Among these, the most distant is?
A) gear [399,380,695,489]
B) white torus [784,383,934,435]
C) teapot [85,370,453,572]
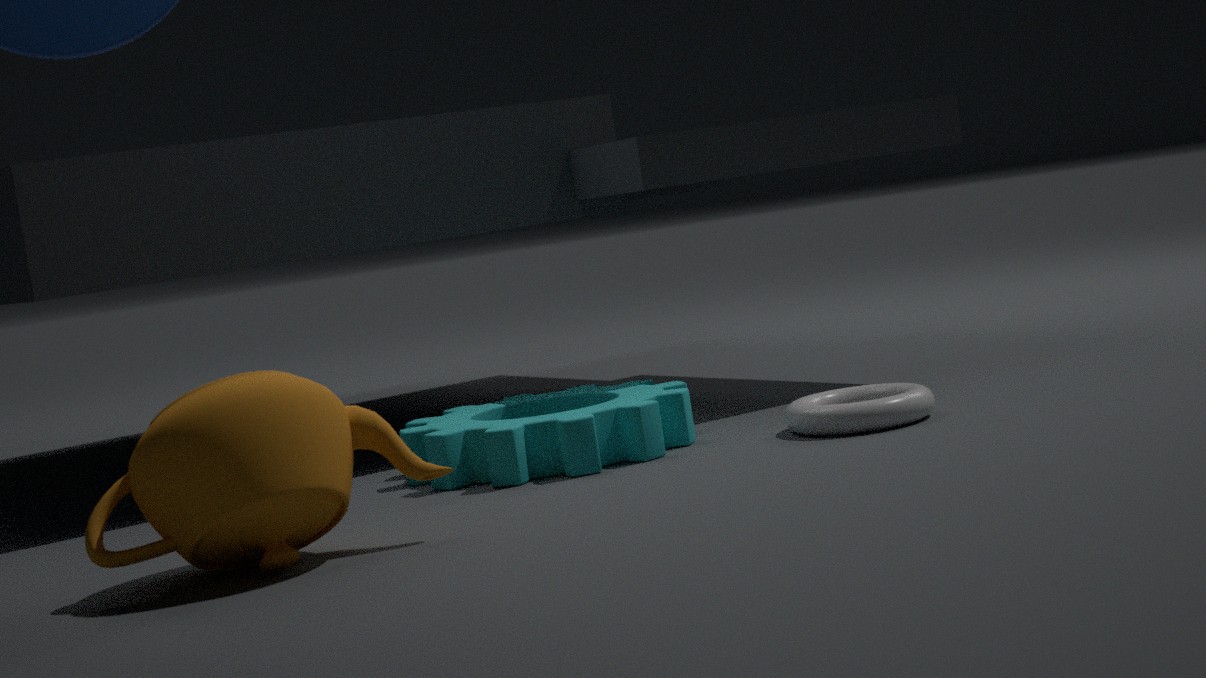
gear [399,380,695,489]
